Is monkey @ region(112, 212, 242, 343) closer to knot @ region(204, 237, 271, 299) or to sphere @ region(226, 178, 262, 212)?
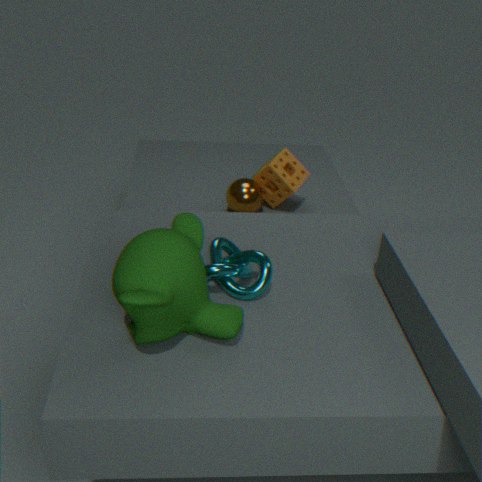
knot @ region(204, 237, 271, 299)
